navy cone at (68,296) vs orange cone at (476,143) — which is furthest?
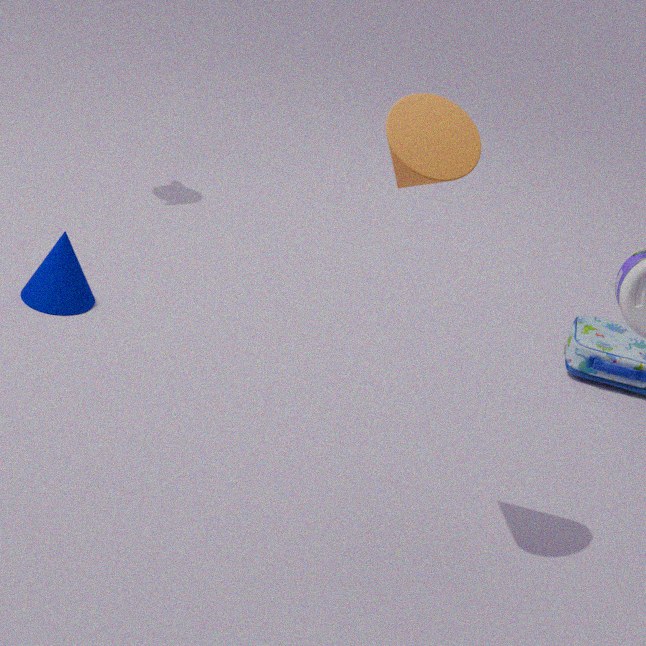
navy cone at (68,296)
